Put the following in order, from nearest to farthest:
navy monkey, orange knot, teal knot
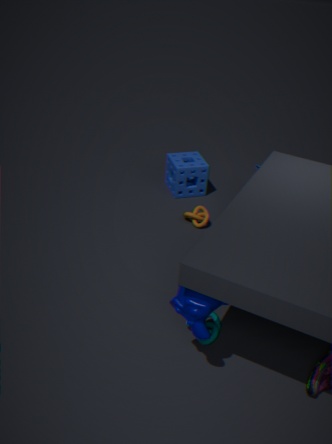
navy monkey < teal knot < orange knot
